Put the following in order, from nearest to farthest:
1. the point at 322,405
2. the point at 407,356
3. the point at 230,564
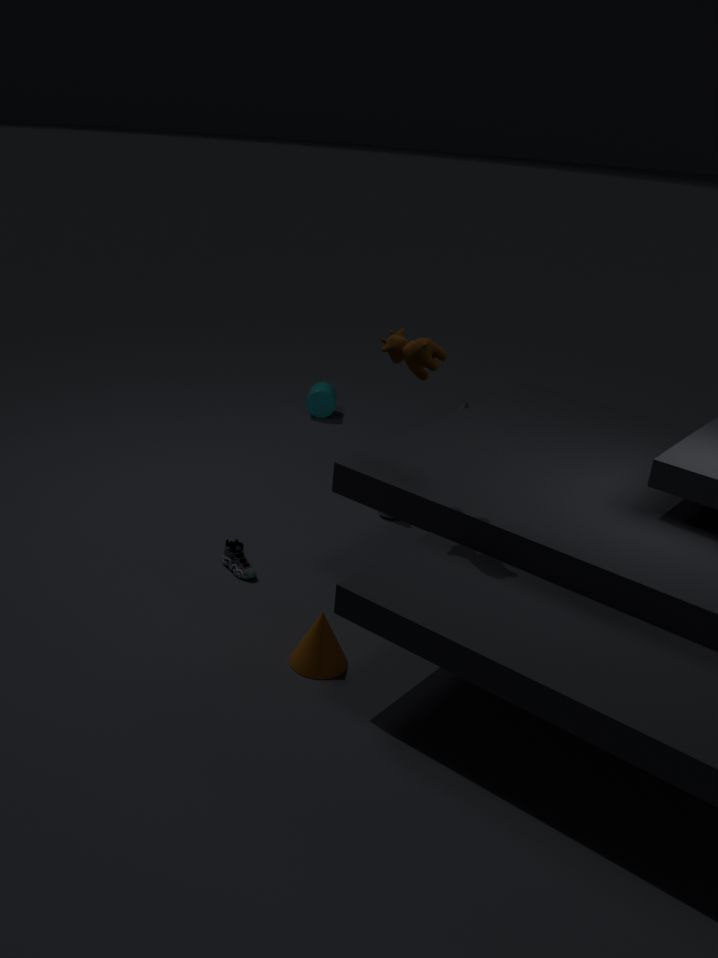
the point at 407,356 < the point at 230,564 < the point at 322,405
